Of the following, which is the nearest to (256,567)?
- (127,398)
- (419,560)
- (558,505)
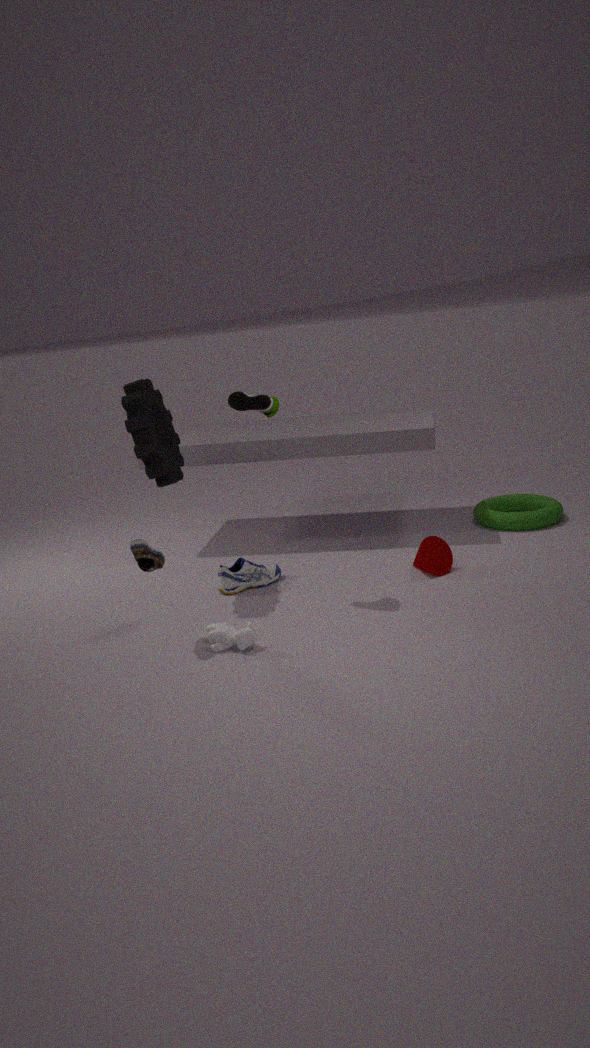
(127,398)
